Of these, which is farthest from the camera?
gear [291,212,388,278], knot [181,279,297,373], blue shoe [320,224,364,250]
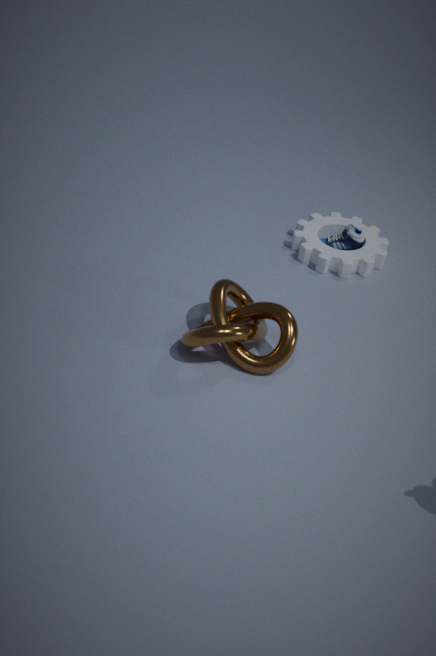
blue shoe [320,224,364,250]
